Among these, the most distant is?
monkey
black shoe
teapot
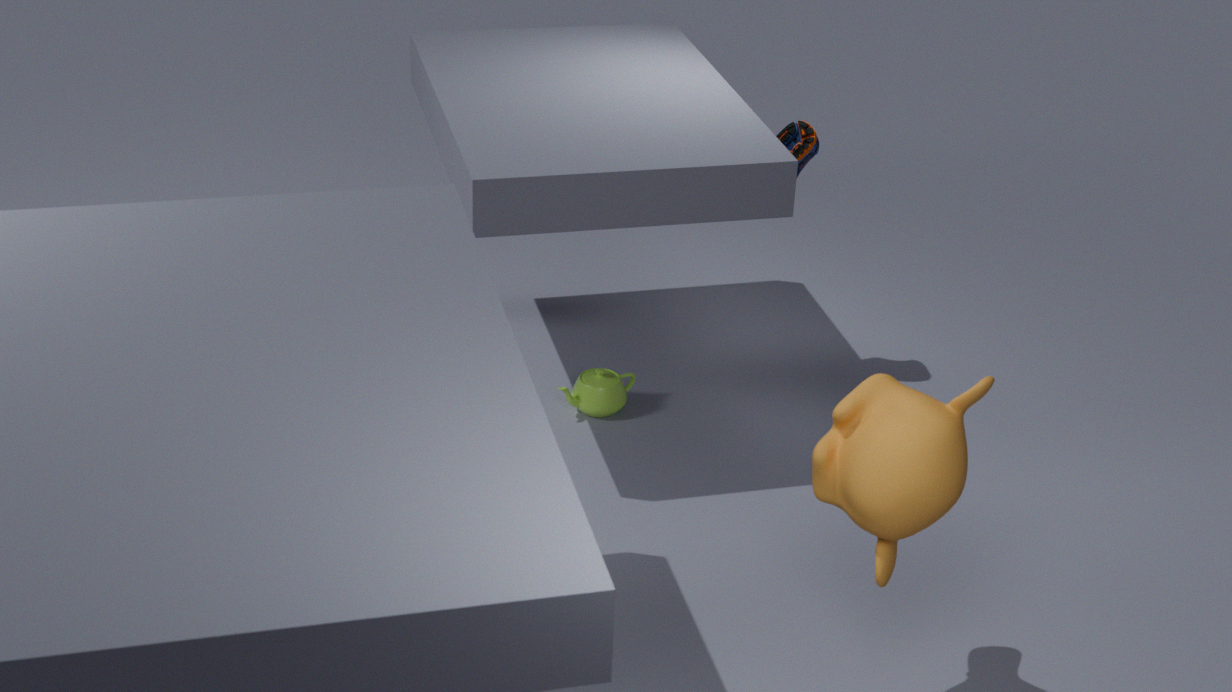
black shoe
